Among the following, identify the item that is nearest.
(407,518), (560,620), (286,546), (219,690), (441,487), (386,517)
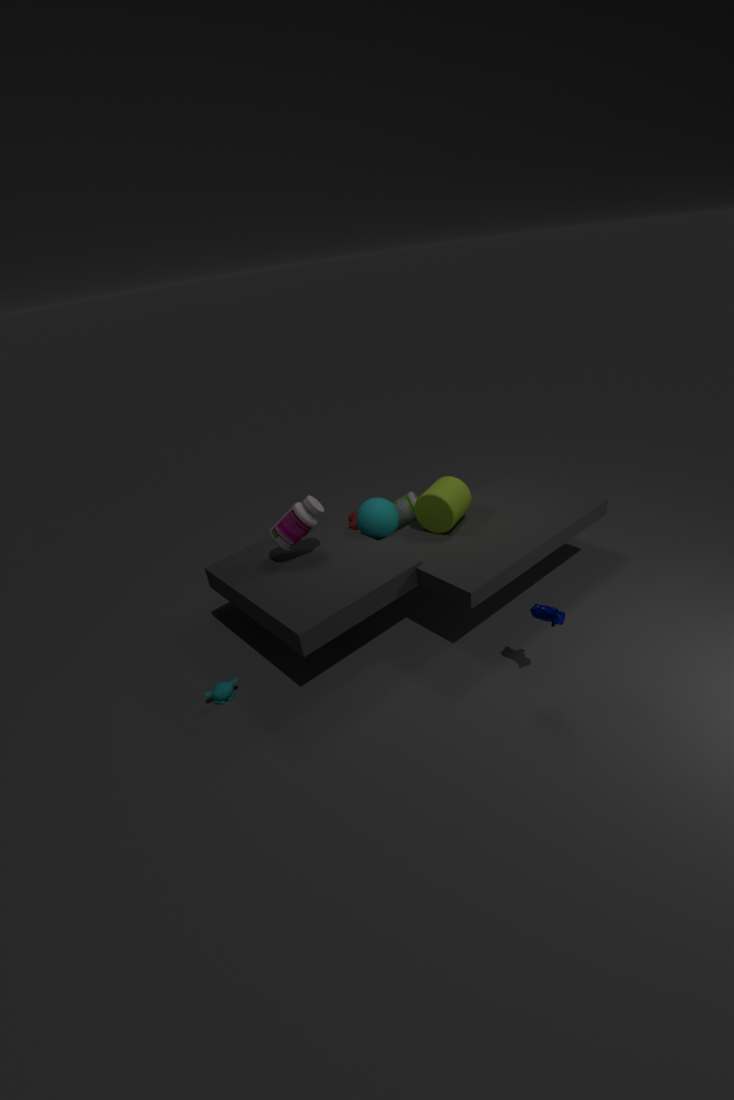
(560,620)
